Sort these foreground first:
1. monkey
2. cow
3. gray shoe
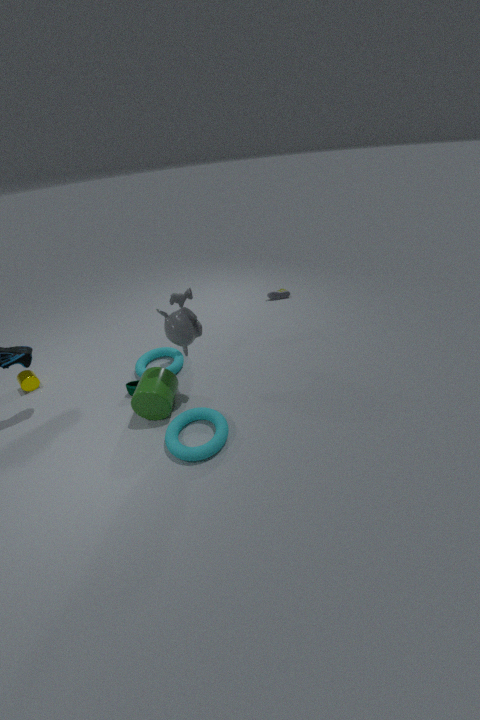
monkey, cow, gray shoe
